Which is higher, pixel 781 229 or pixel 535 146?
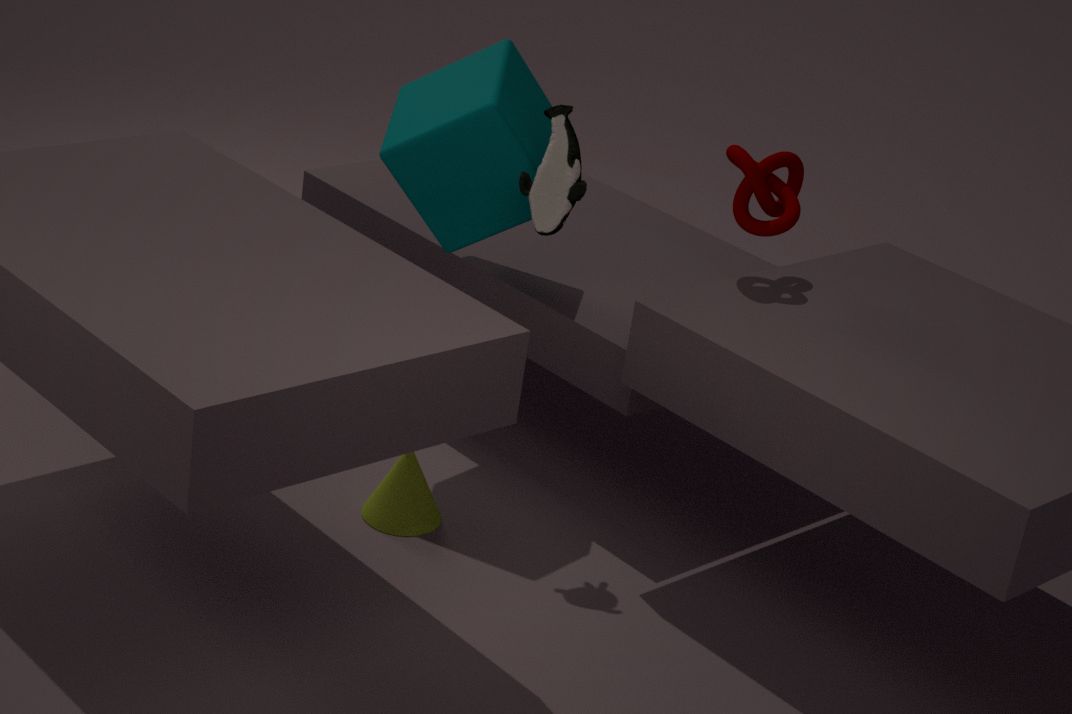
pixel 781 229
